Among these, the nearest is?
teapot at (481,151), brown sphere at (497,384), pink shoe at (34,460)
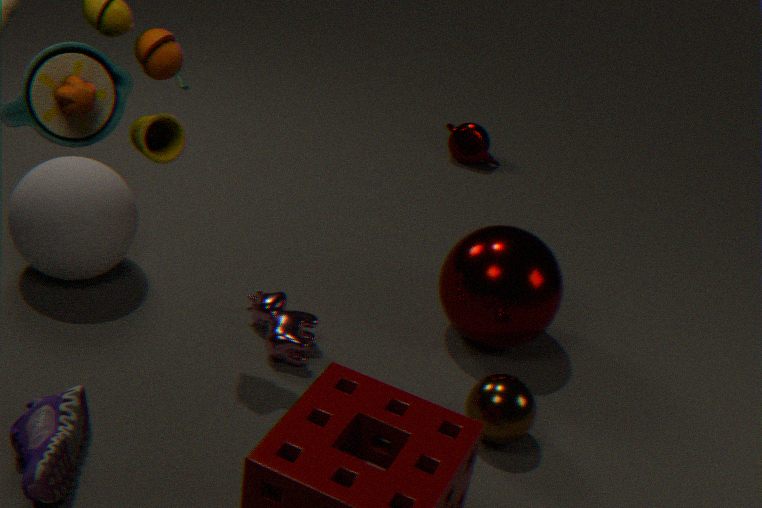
pink shoe at (34,460)
